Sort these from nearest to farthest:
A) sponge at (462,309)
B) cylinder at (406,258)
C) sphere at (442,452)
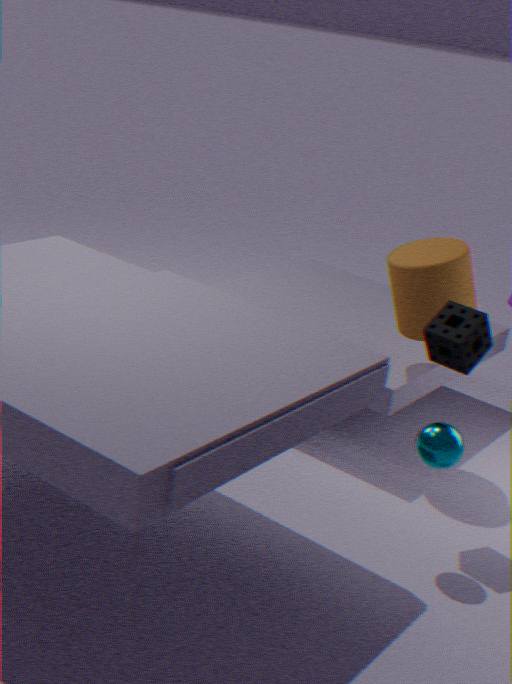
sphere at (442,452) < sponge at (462,309) < cylinder at (406,258)
